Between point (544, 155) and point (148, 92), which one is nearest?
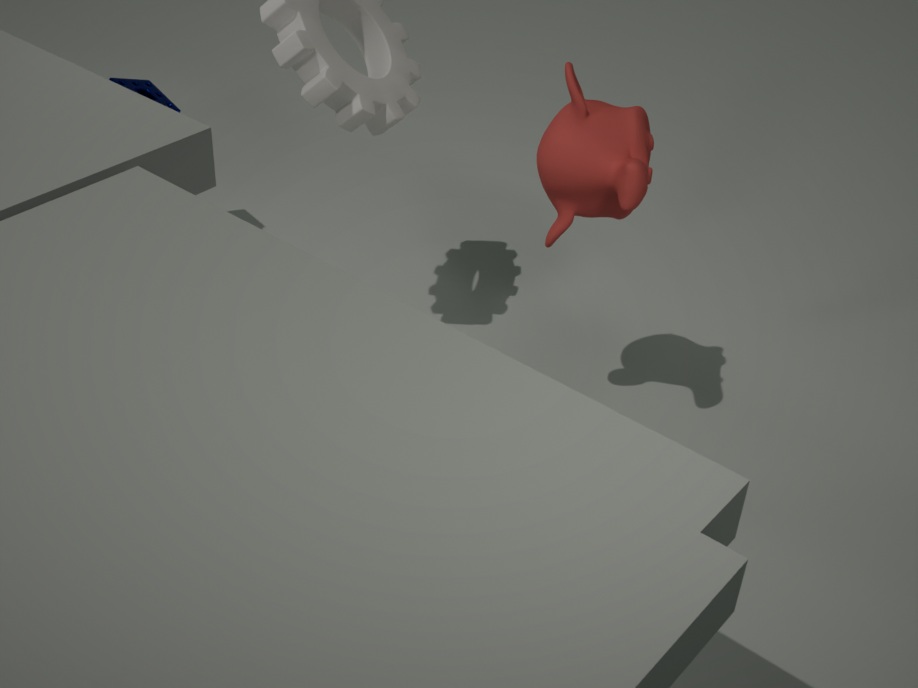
point (544, 155)
